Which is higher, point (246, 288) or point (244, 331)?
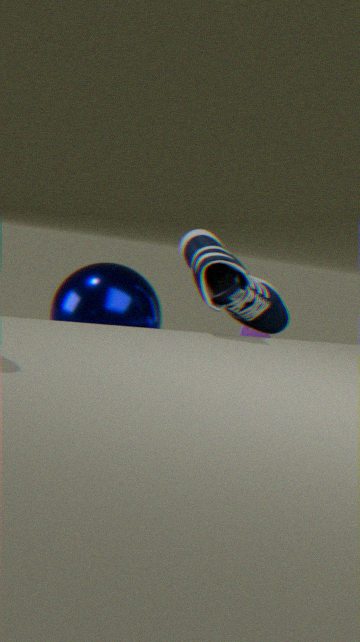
point (246, 288)
